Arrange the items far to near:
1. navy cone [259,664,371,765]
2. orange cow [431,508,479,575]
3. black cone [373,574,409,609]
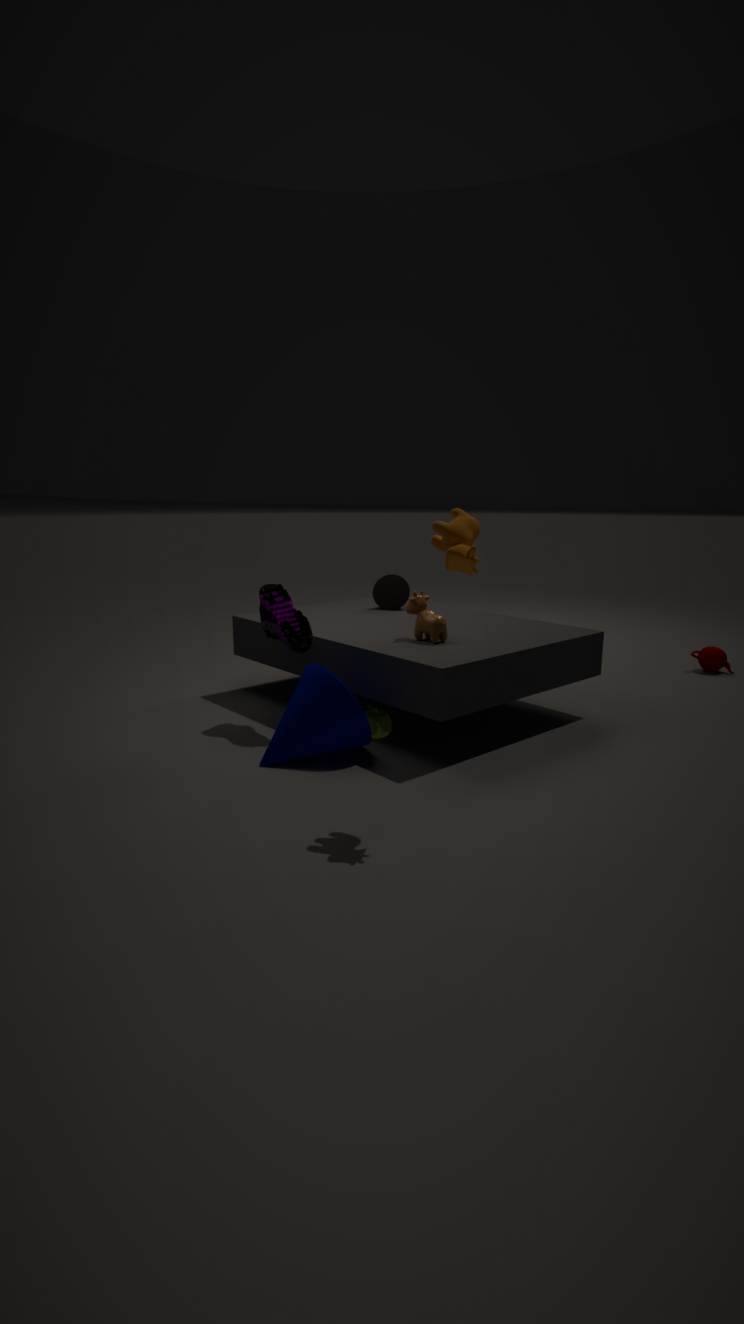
1. black cone [373,574,409,609]
2. navy cone [259,664,371,765]
3. orange cow [431,508,479,575]
